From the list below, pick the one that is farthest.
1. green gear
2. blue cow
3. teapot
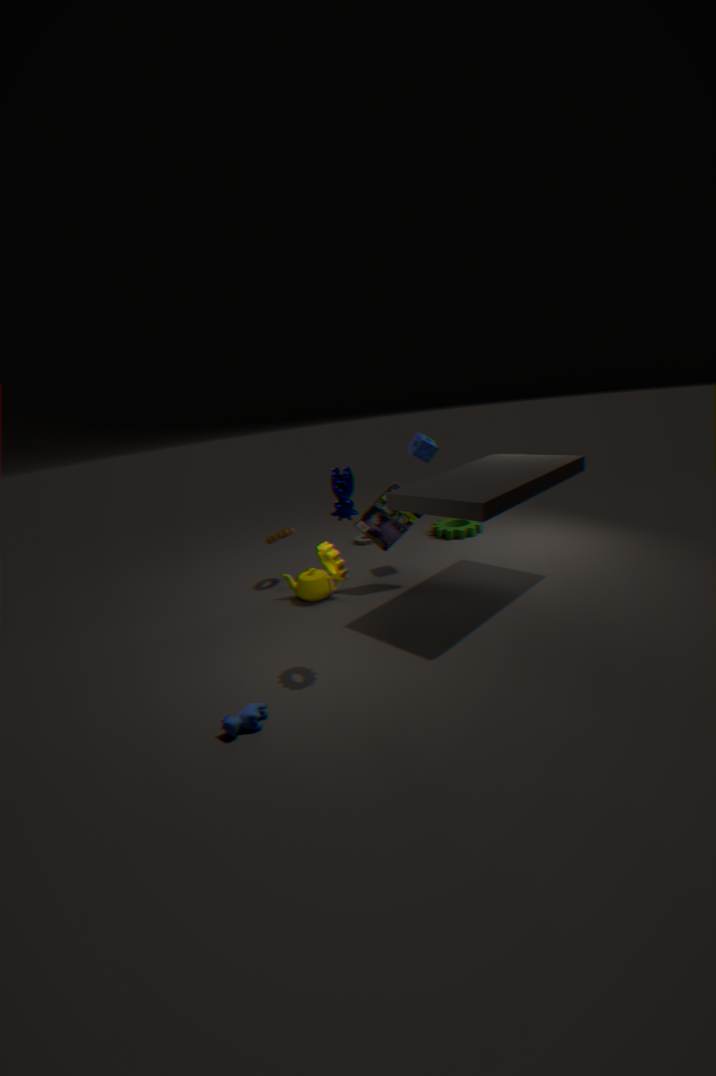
green gear
